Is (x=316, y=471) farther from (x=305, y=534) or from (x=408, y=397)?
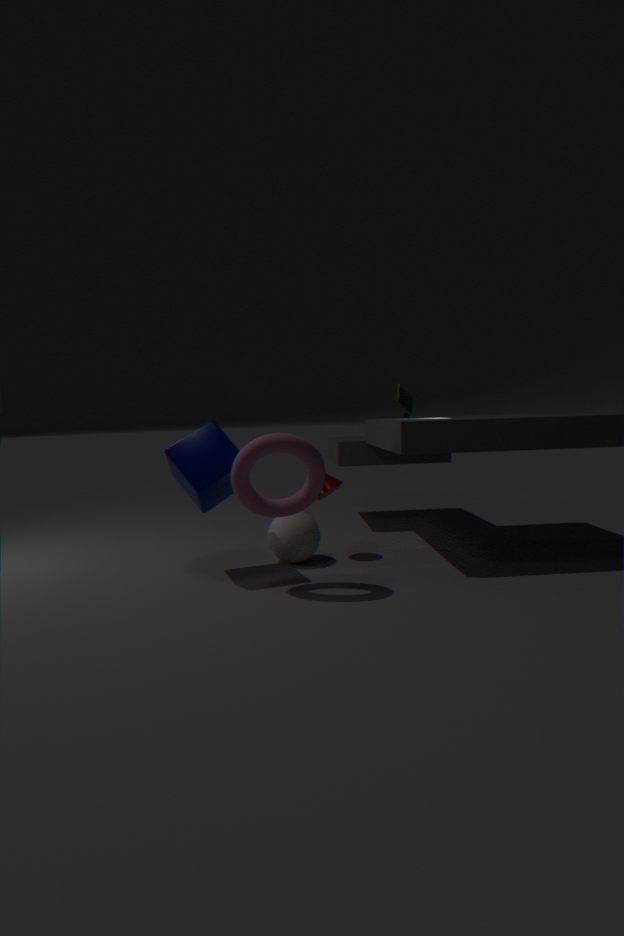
(x=408, y=397)
